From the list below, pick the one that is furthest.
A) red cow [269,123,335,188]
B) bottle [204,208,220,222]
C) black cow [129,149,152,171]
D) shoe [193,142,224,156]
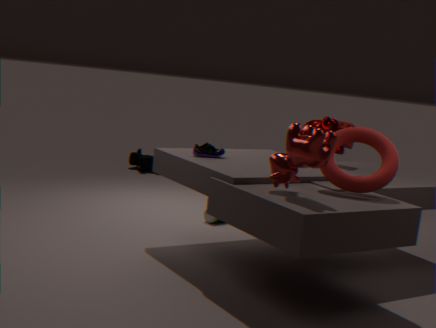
black cow [129,149,152,171]
